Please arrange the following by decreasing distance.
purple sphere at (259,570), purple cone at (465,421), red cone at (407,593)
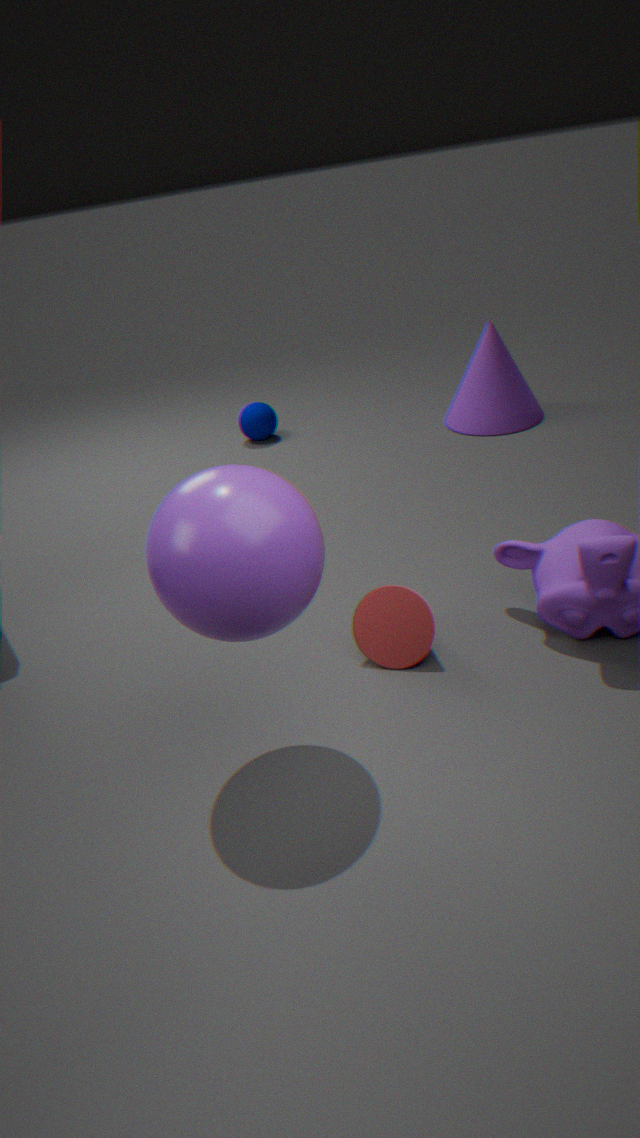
purple cone at (465,421) → red cone at (407,593) → purple sphere at (259,570)
